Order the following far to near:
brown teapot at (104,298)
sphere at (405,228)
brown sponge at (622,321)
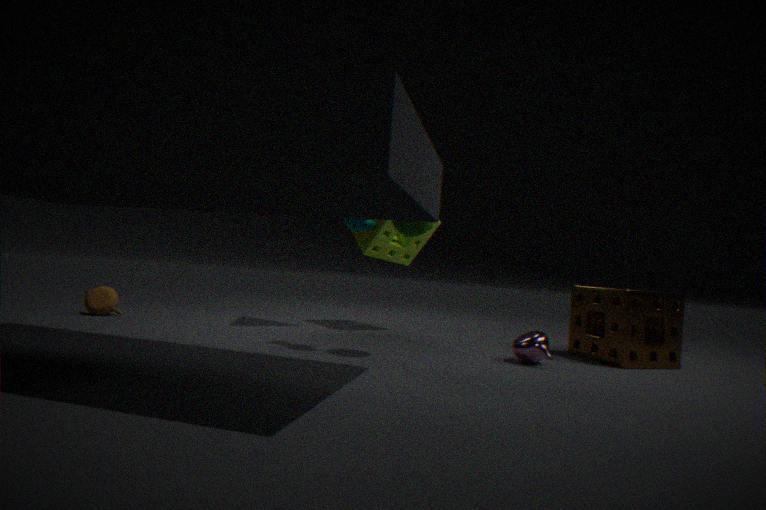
brown teapot at (104,298) → brown sponge at (622,321) → sphere at (405,228)
